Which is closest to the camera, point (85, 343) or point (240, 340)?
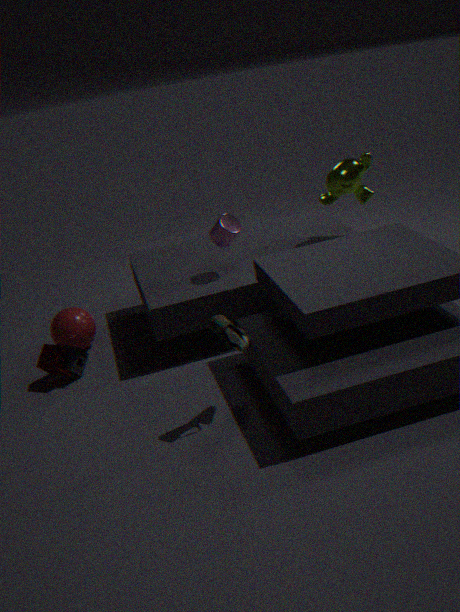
point (240, 340)
